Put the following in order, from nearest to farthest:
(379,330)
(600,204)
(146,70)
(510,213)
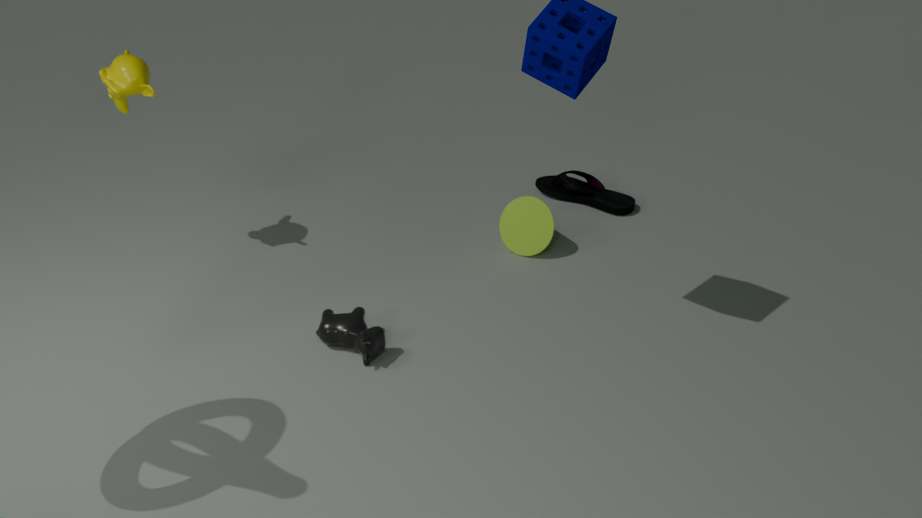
(379,330) < (146,70) < (510,213) < (600,204)
